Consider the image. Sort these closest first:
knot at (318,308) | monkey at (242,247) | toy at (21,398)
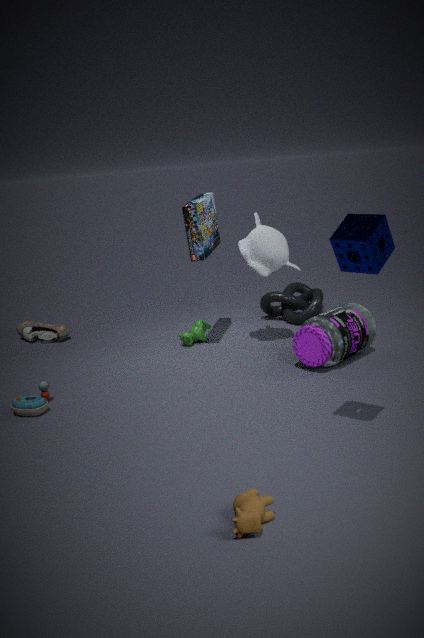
toy at (21,398) < monkey at (242,247) < knot at (318,308)
